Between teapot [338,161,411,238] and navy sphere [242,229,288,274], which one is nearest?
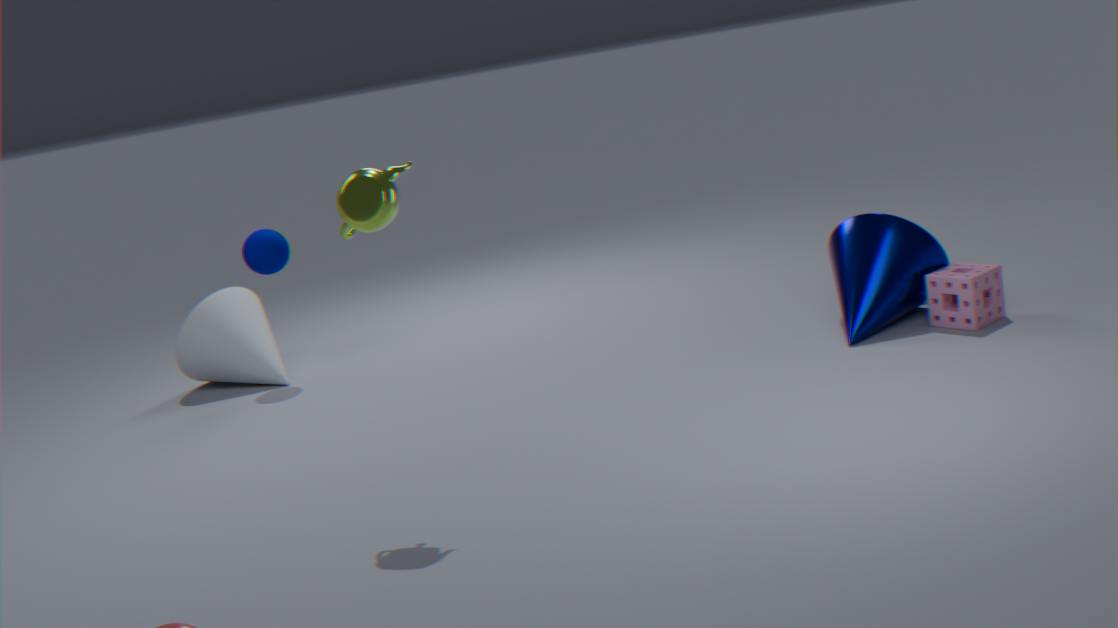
teapot [338,161,411,238]
